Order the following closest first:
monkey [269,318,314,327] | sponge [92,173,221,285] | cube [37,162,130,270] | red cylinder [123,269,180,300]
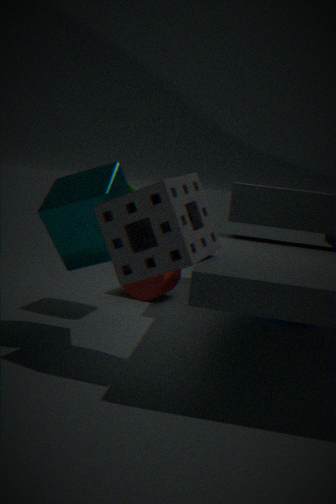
1. sponge [92,173,221,285]
2. cube [37,162,130,270]
3. monkey [269,318,314,327]
4. red cylinder [123,269,180,300]
